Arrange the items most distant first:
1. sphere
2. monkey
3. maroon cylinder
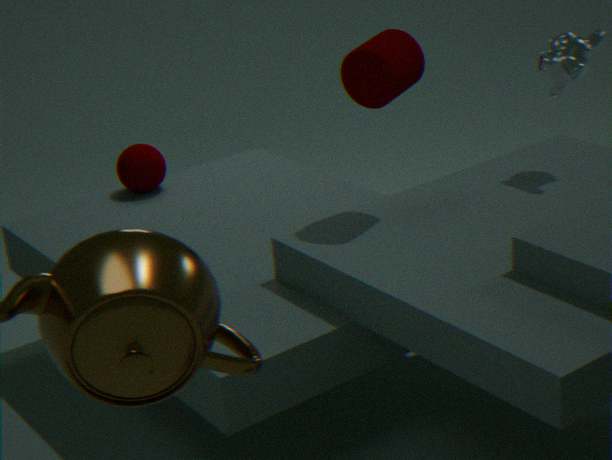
sphere, monkey, maroon cylinder
